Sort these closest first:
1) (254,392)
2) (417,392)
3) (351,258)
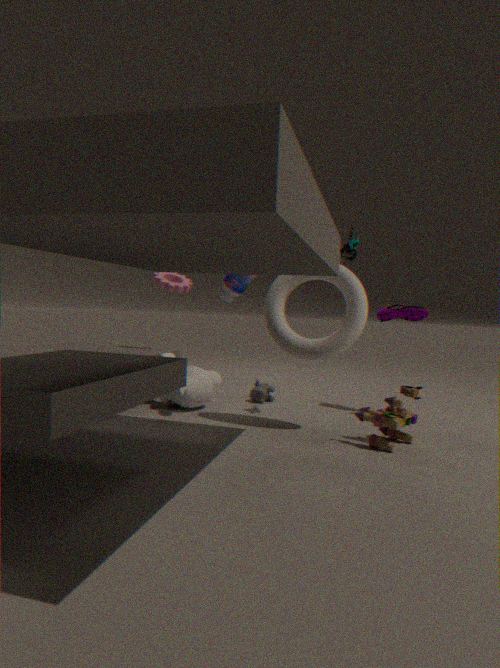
2. (417,392)
3. (351,258)
1. (254,392)
